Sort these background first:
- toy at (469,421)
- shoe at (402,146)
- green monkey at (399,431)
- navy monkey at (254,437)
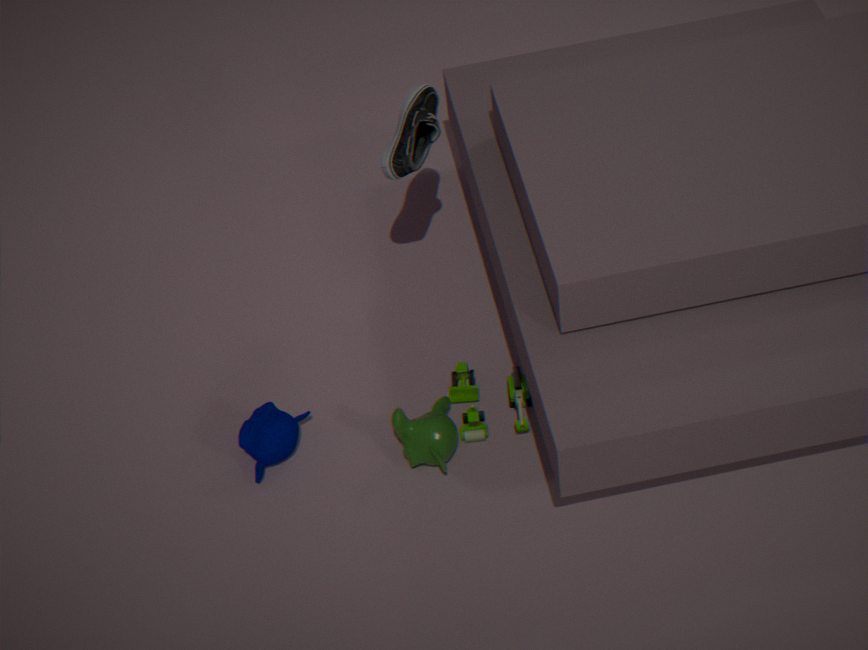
toy at (469,421)
navy monkey at (254,437)
shoe at (402,146)
green monkey at (399,431)
